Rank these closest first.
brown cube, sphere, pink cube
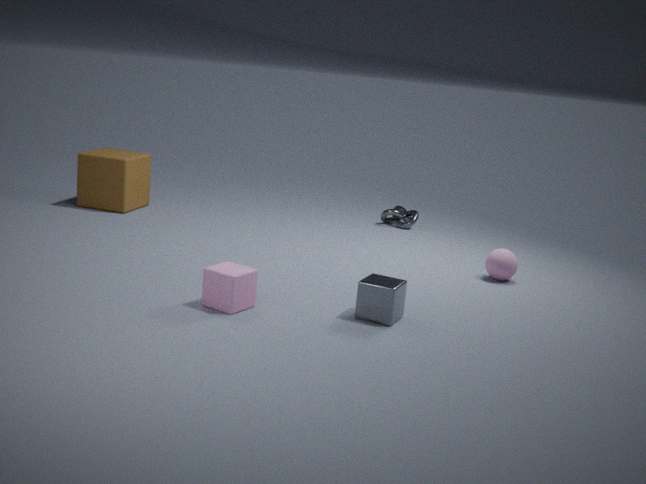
pink cube
sphere
brown cube
